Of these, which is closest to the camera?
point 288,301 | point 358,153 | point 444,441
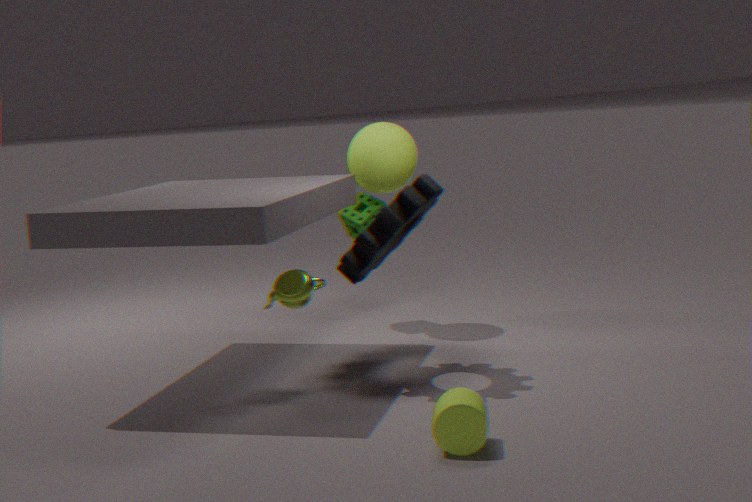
point 444,441
